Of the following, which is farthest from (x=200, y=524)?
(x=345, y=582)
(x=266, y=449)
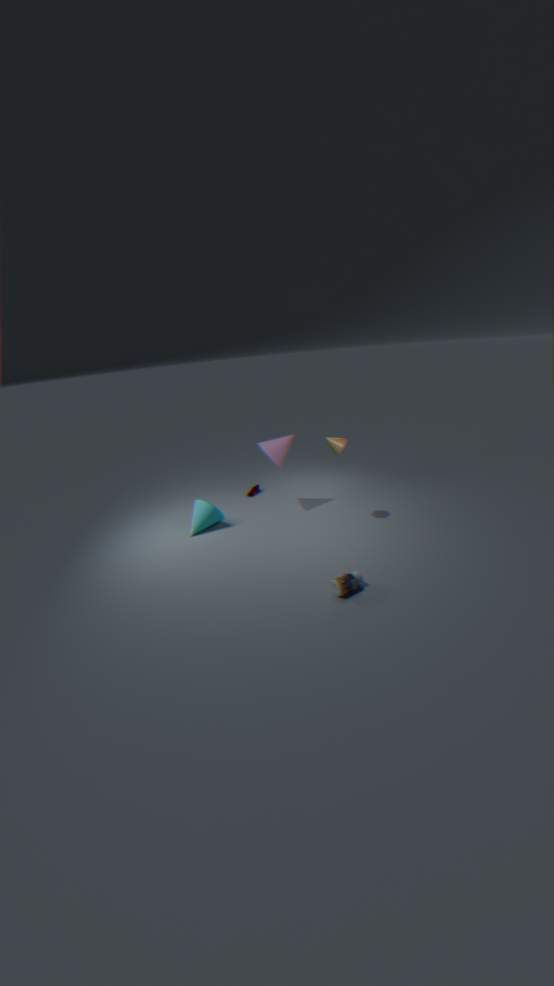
(x=345, y=582)
